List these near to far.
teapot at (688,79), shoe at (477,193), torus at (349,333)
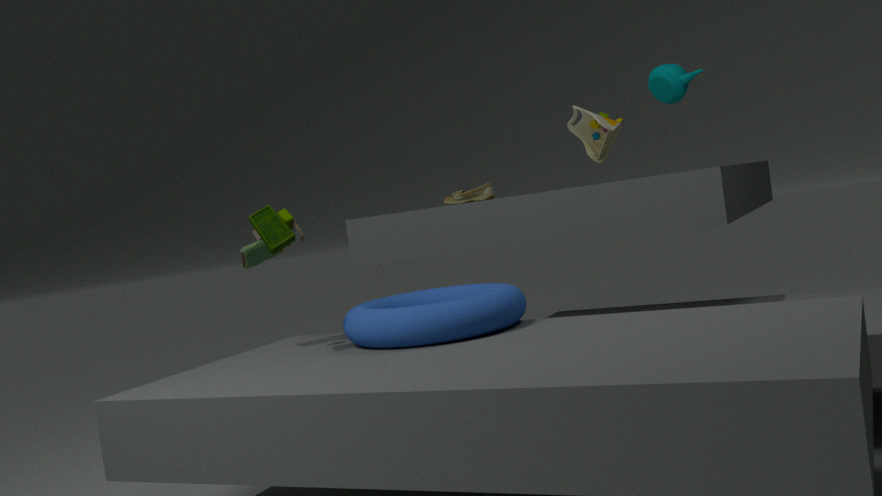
1. torus at (349,333)
2. teapot at (688,79)
3. shoe at (477,193)
